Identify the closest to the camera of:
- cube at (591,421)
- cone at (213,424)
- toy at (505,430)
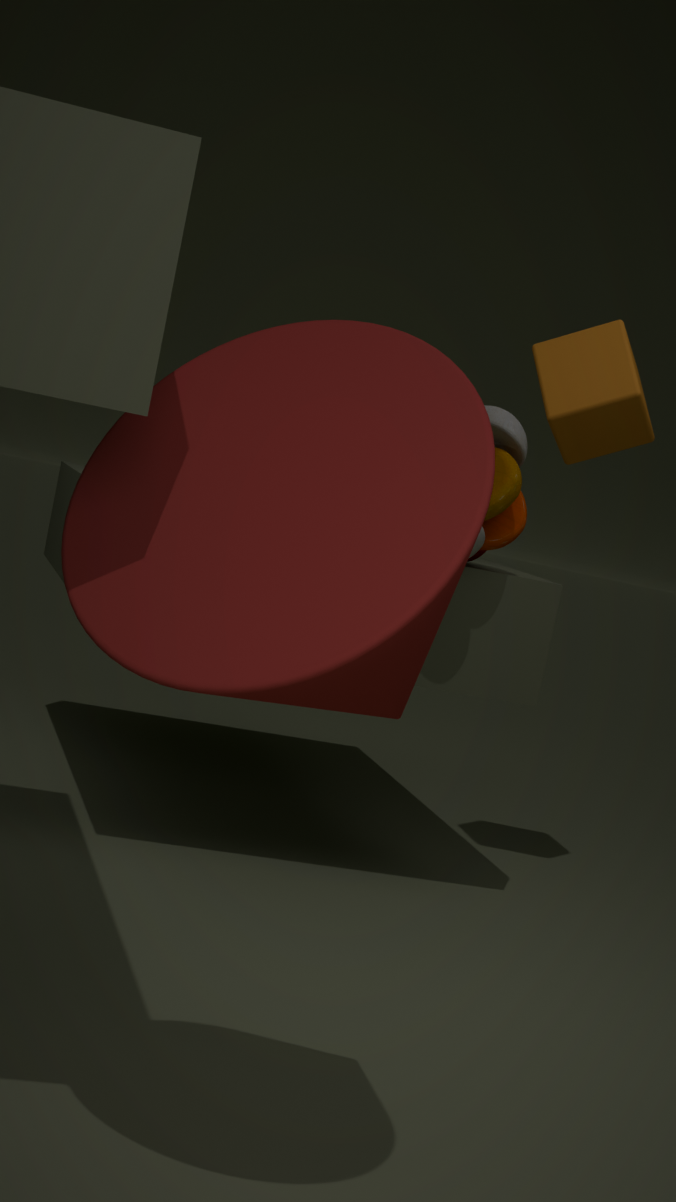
cone at (213,424)
